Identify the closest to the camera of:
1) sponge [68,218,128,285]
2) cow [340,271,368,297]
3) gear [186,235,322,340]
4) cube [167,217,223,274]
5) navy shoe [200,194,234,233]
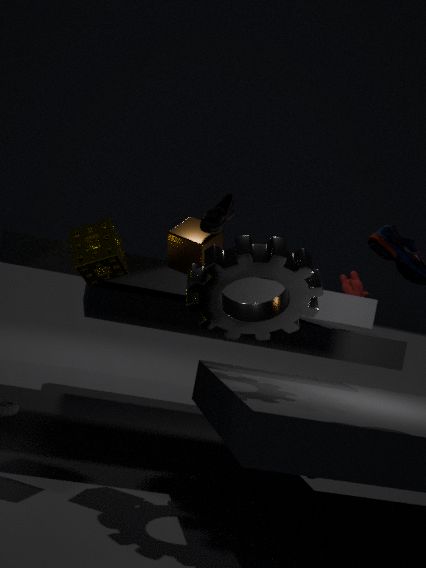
3. gear [186,235,322,340]
